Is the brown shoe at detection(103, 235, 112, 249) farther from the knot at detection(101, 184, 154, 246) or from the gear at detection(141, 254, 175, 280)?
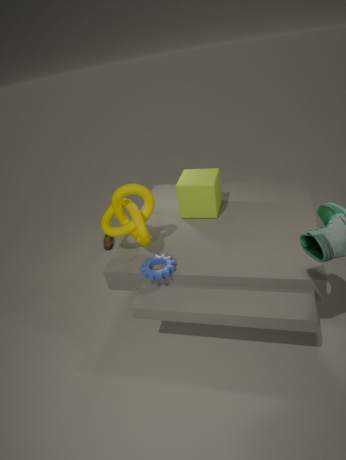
the gear at detection(141, 254, 175, 280)
